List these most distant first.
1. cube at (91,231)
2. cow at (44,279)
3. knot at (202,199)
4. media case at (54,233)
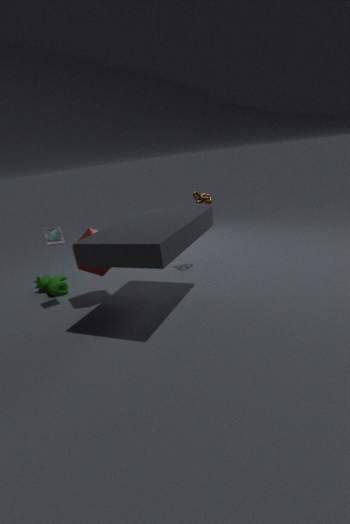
cow at (44,279) < knot at (202,199) < cube at (91,231) < media case at (54,233)
